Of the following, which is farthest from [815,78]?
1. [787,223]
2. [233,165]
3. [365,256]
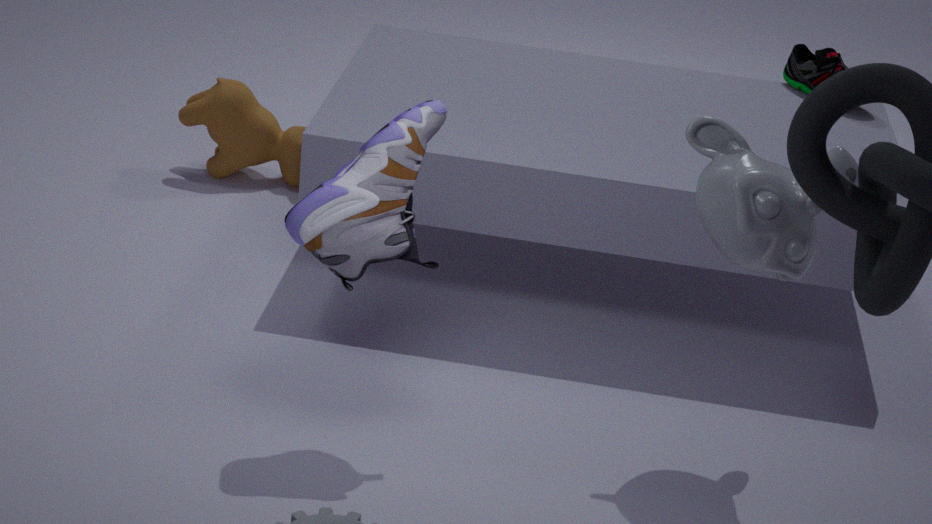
[365,256]
